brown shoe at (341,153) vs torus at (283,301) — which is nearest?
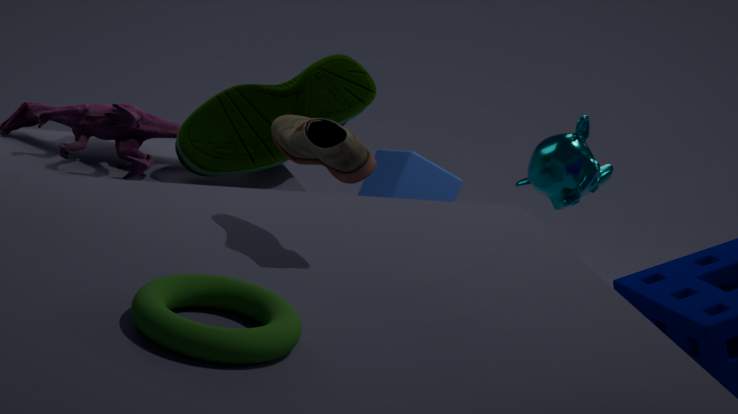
torus at (283,301)
